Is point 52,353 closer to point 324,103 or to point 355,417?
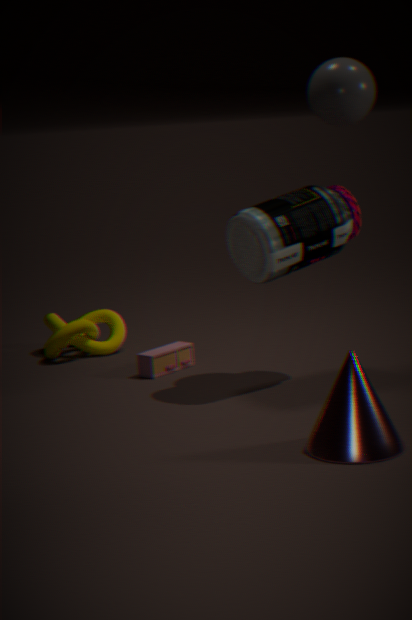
point 324,103
